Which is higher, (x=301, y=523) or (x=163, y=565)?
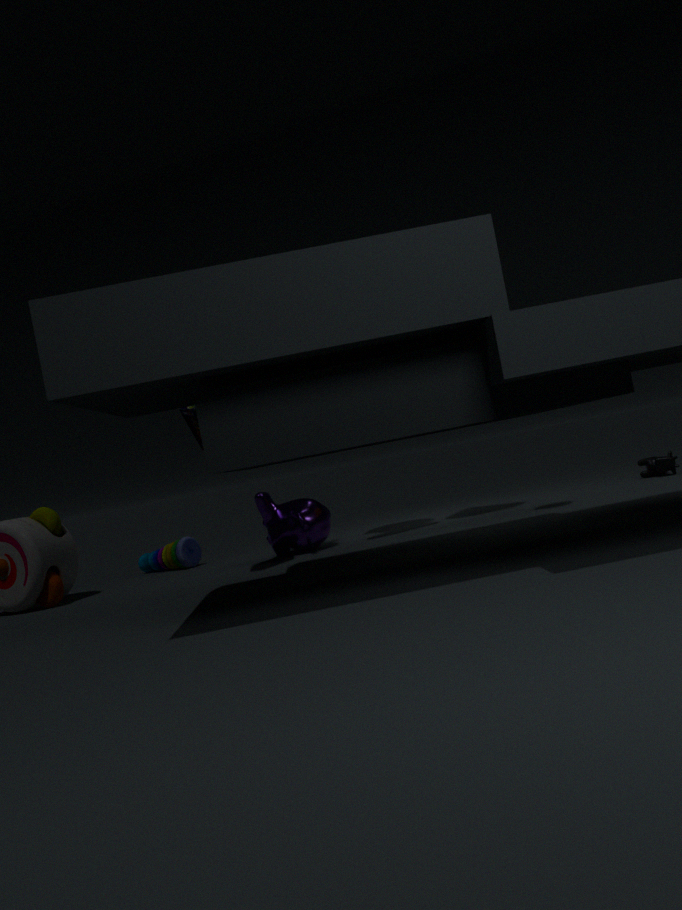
(x=301, y=523)
